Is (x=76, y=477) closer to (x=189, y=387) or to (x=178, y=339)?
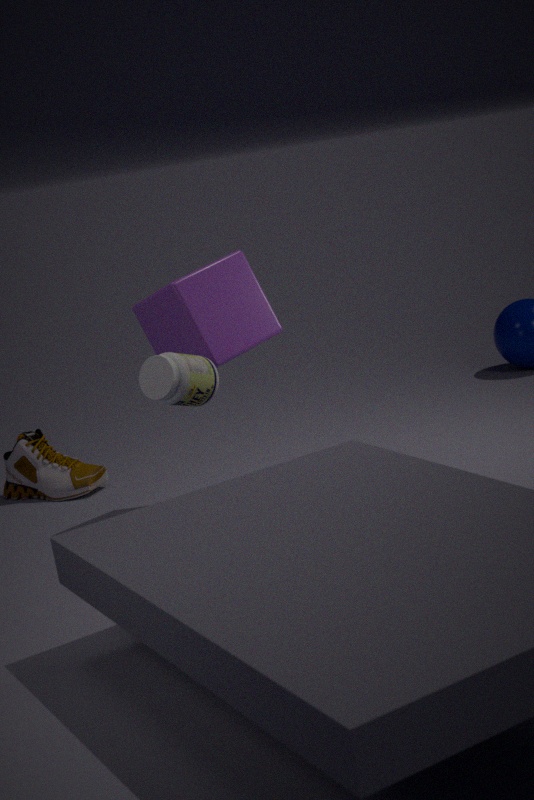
(x=178, y=339)
